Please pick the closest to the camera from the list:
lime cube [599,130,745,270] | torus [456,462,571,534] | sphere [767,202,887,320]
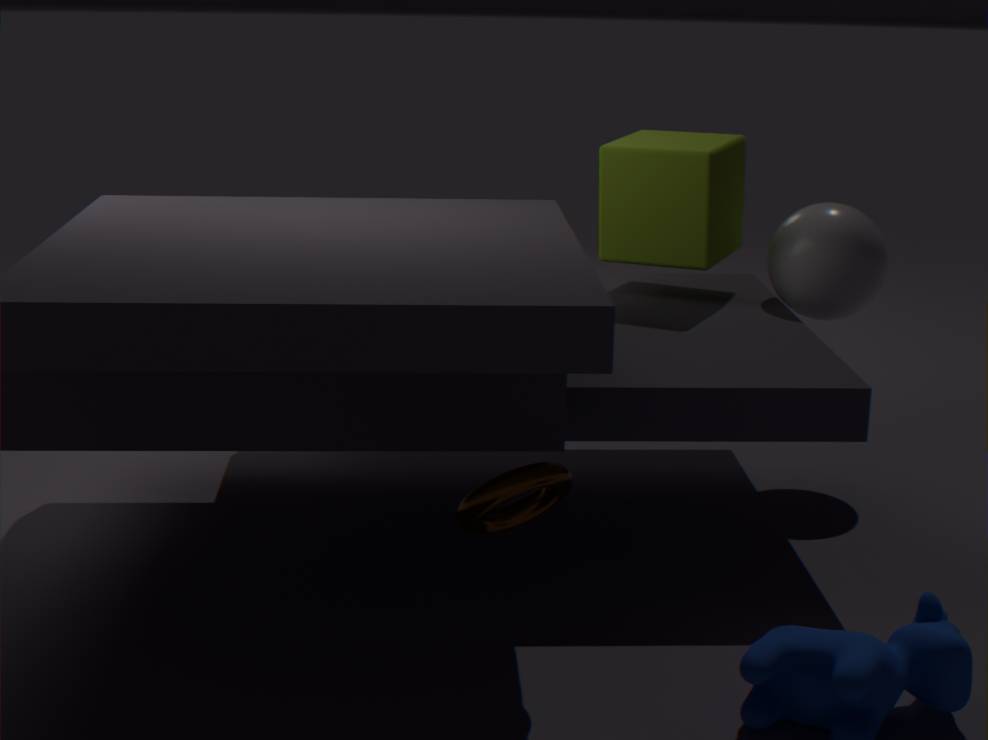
torus [456,462,571,534]
